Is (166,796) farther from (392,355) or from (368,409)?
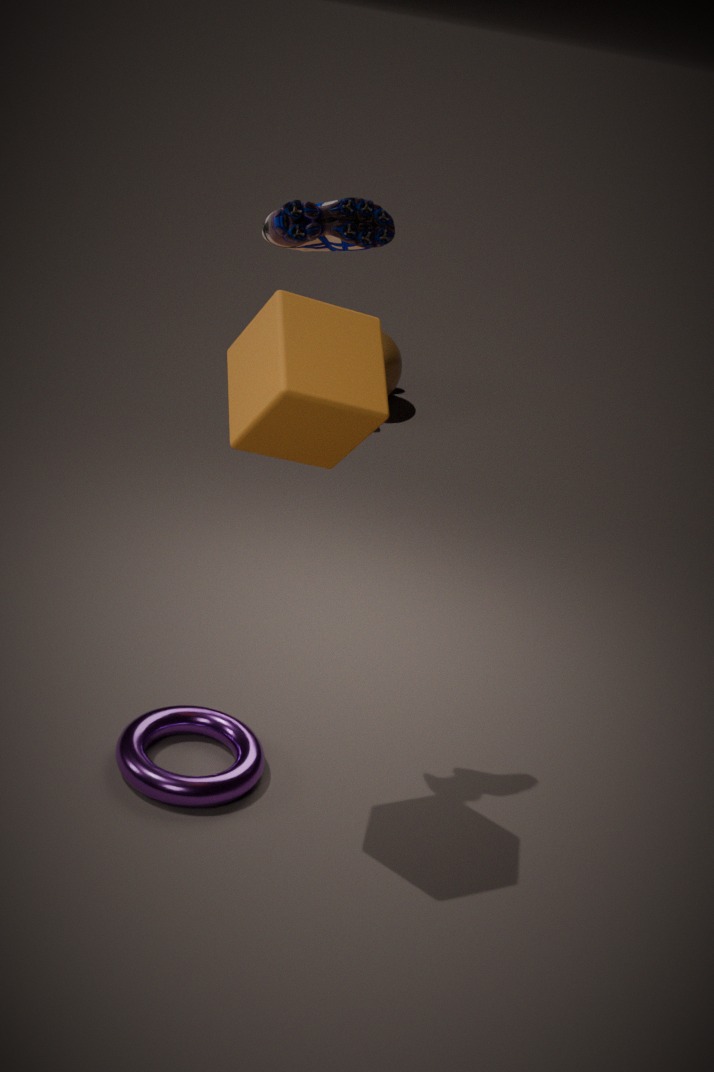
(392,355)
